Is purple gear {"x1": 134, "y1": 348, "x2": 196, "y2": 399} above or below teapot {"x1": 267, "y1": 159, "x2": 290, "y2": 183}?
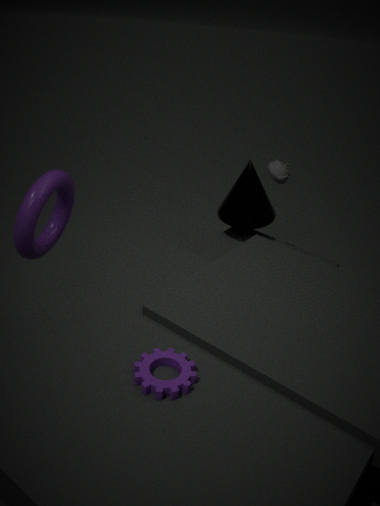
below
